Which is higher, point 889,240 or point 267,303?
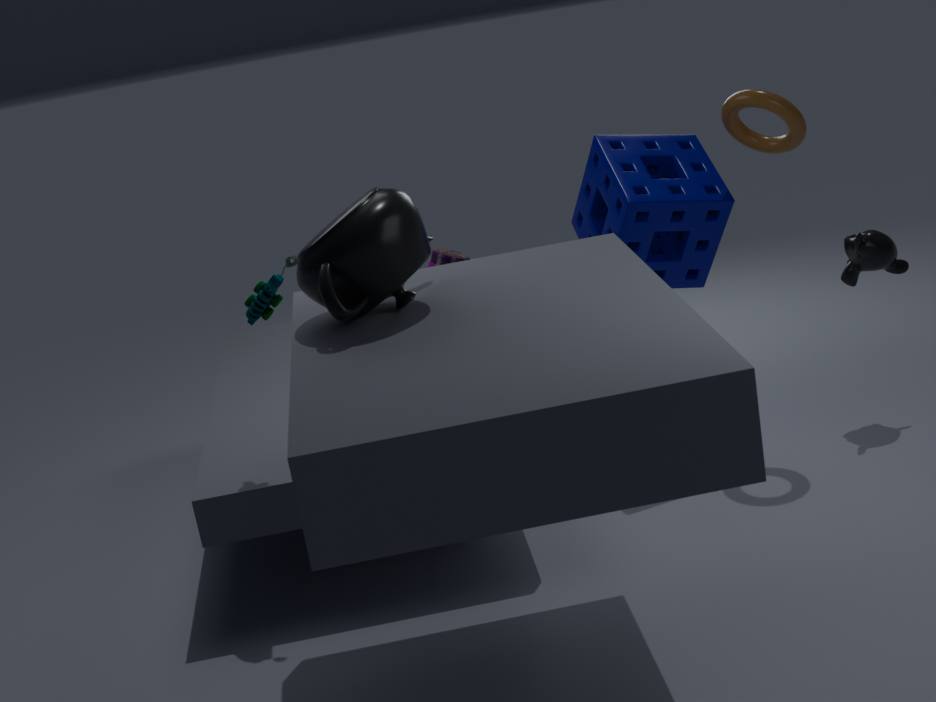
point 267,303
